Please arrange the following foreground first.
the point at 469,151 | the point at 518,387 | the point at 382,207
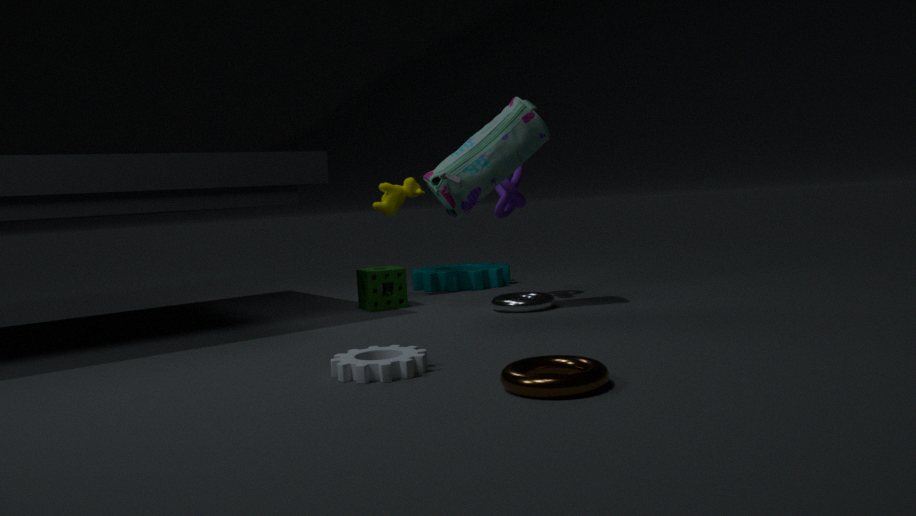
the point at 518,387, the point at 469,151, the point at 382,207
